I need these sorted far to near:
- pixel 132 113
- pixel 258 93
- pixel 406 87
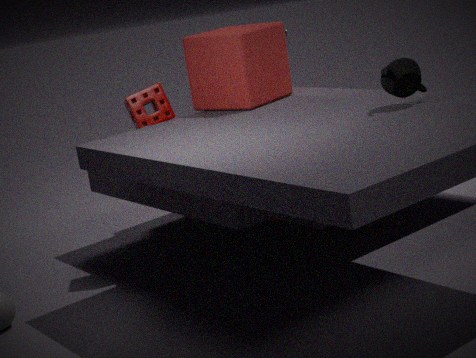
1. pixel 132 113
2. pixel 258 93
3. pixel 406 87
